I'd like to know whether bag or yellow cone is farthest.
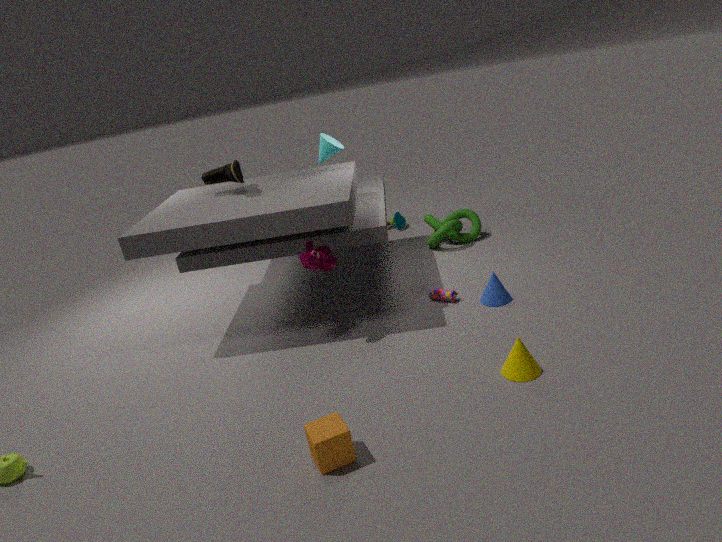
bag
